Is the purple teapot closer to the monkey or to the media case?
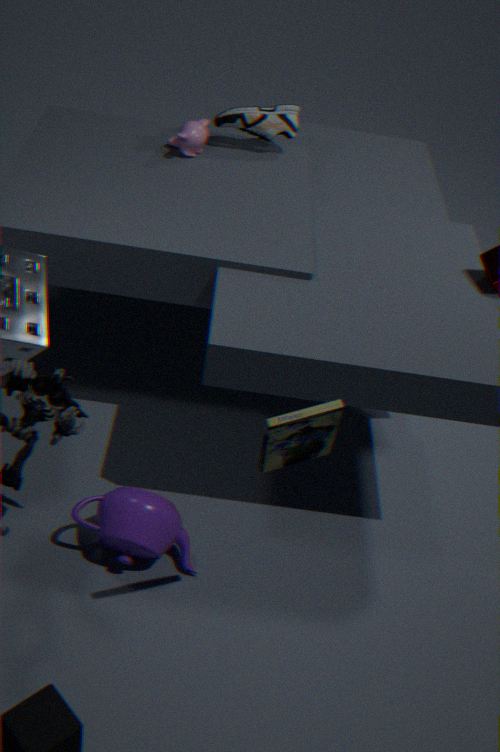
the media case
